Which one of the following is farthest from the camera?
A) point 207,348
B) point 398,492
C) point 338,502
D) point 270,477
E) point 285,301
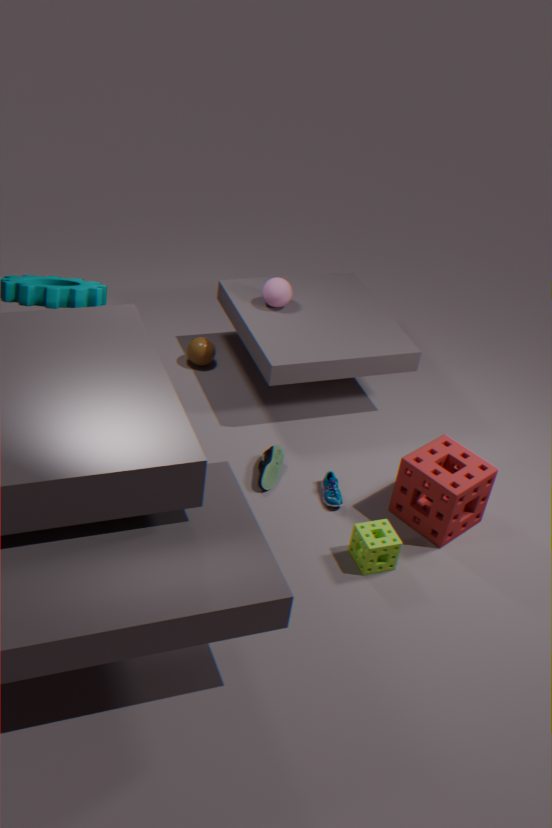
point 207,348
